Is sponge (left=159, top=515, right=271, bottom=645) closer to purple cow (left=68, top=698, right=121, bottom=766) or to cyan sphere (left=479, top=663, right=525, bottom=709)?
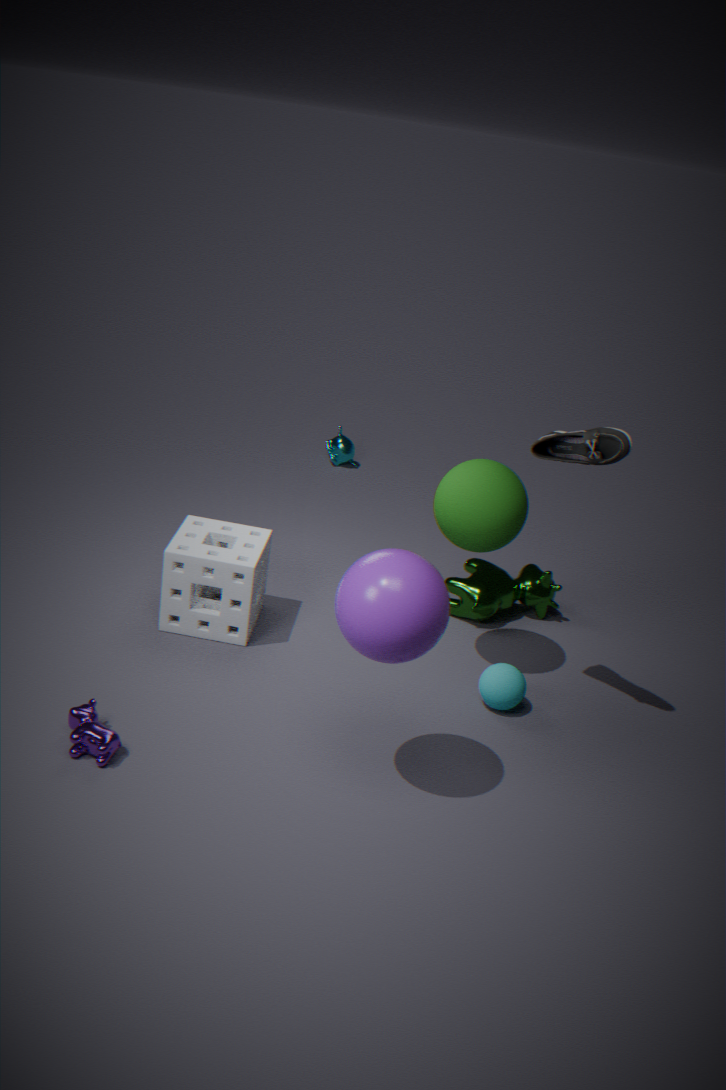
purple cow (left=68, top=698, right=121, bottom=766)
